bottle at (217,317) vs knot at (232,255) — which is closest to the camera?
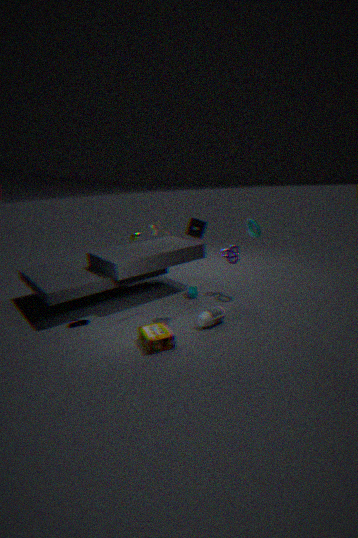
bottle at (217,317)
